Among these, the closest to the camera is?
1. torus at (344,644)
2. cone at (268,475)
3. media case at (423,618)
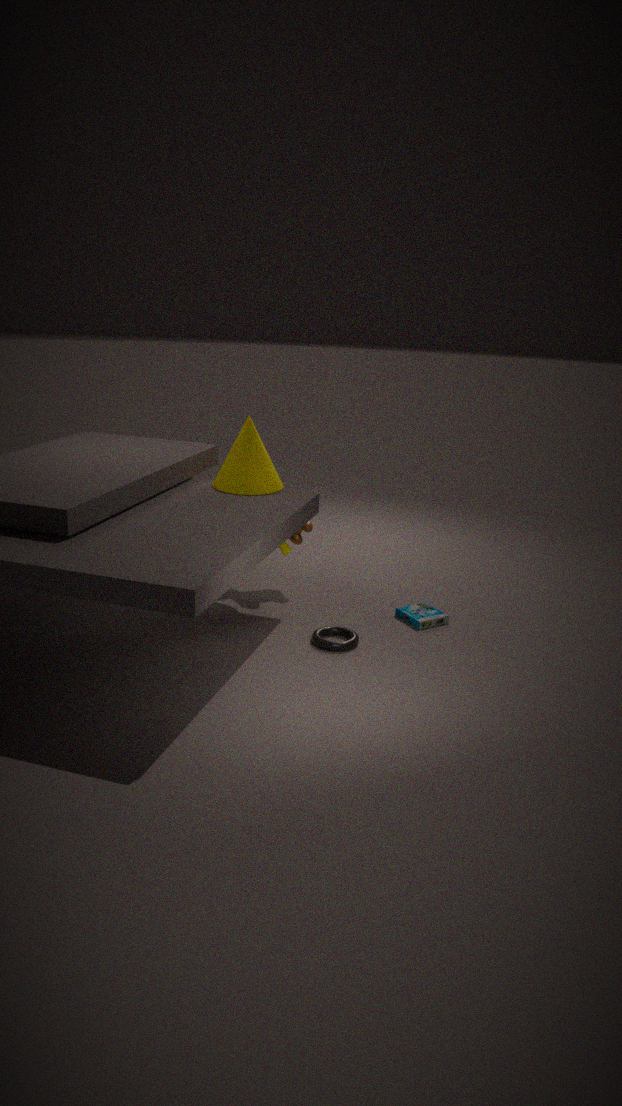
torus at (344,644)
